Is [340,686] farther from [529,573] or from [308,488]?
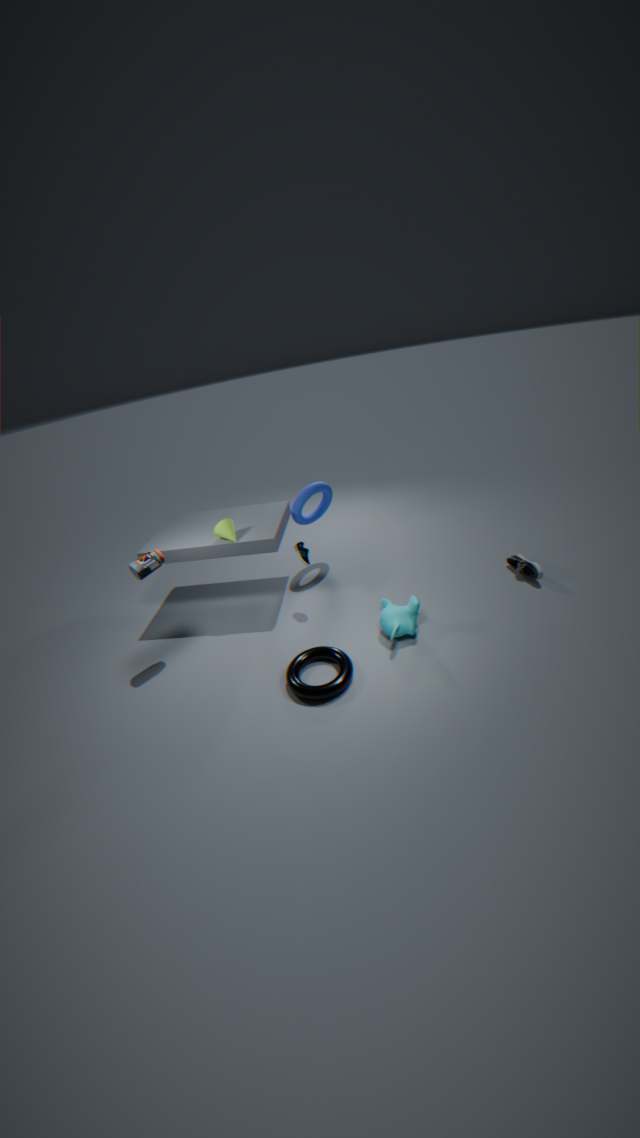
[529,573]
